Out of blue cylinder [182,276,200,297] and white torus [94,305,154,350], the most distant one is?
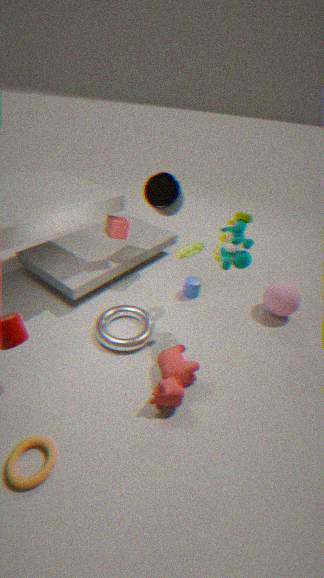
blue cylinder [182,276,200,297]
